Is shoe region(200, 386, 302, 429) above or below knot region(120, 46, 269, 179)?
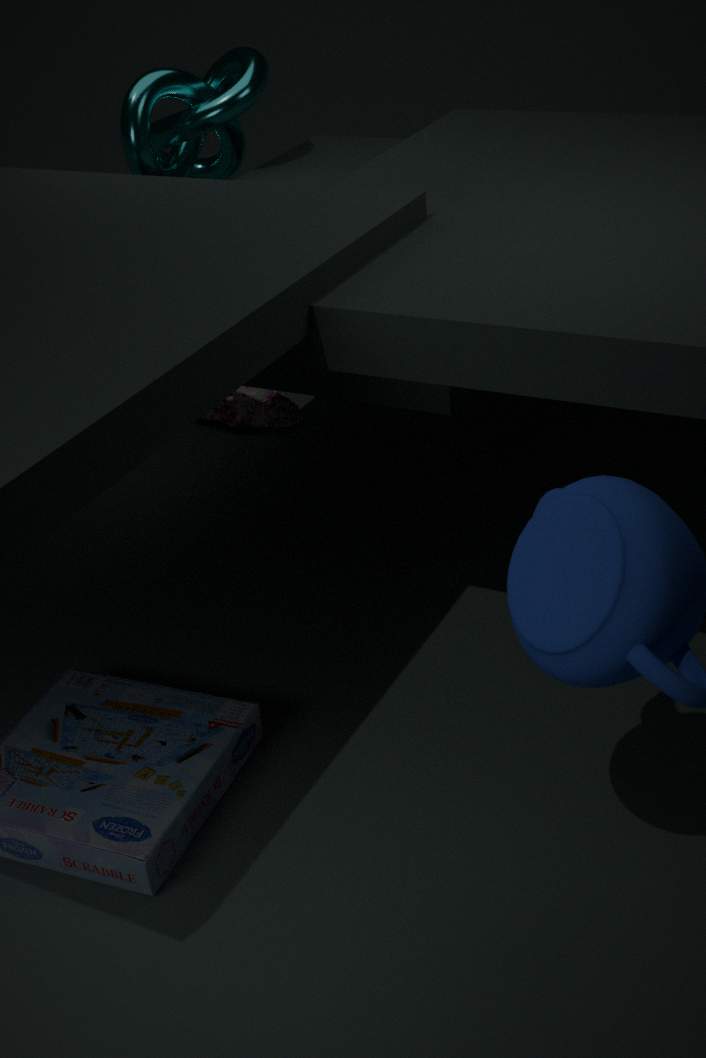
below
